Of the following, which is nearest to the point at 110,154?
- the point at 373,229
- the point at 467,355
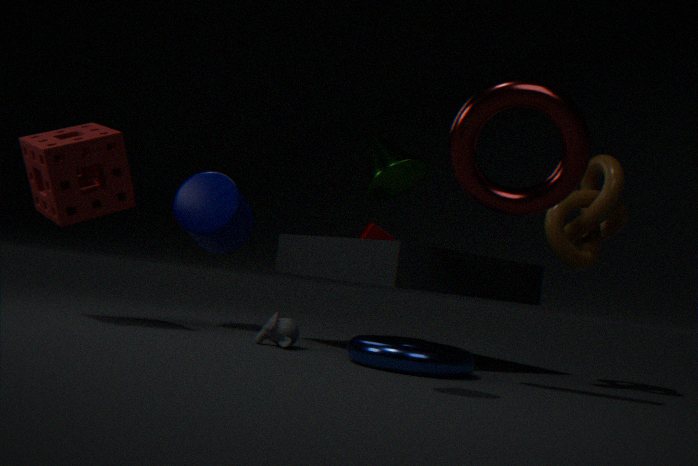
the point at 467,355
